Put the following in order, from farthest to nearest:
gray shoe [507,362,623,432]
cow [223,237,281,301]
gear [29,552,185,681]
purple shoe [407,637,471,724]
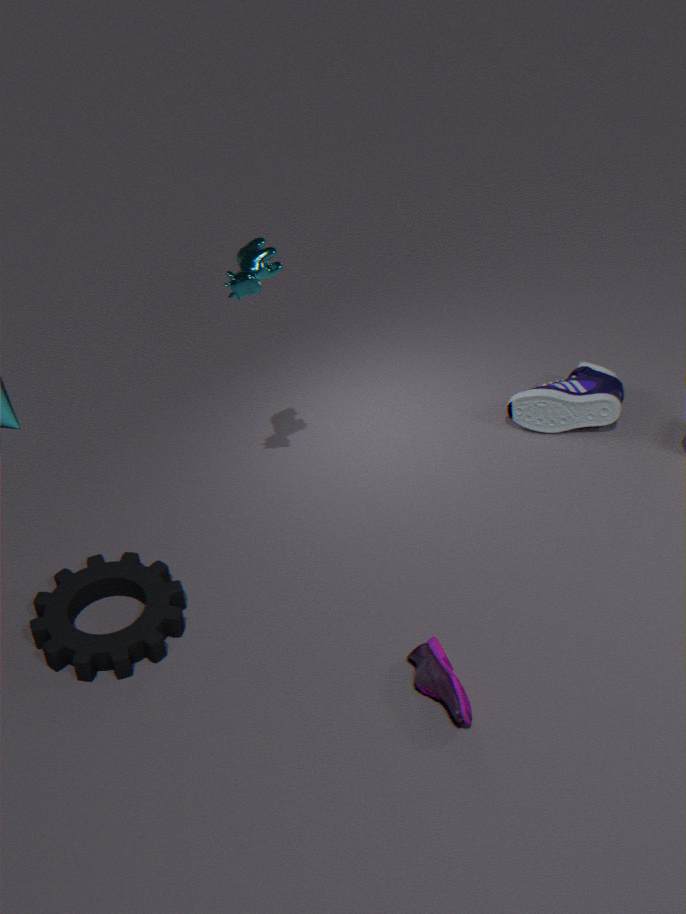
gray shoe [507,362,623,432] < gear [29,552,185,681] < cow [223,237,281,301] < purple shoe [407,637,471,724]
